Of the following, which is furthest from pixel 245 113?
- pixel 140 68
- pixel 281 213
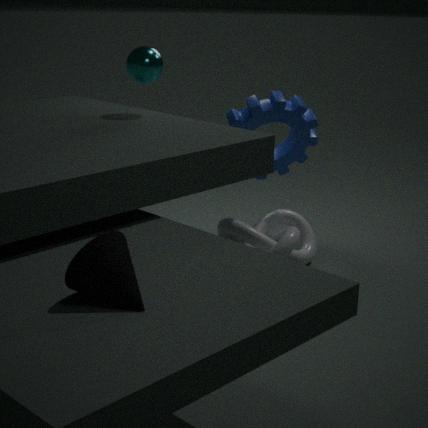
pixel 140 68
